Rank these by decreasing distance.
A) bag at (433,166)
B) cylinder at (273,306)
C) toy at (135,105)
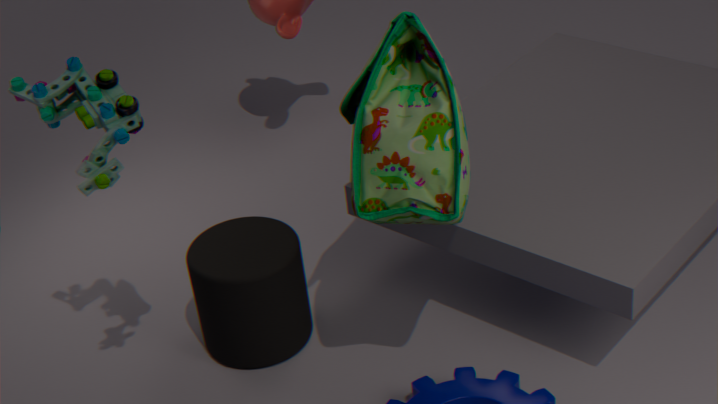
cylinder at (273,306) → bag at (433,166) → toy at (135,105)
